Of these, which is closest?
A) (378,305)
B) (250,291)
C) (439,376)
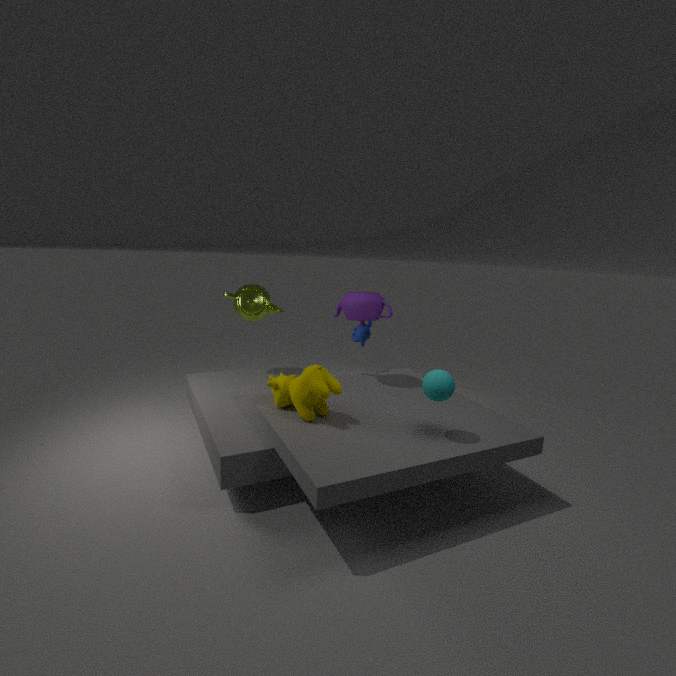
(439,376)
